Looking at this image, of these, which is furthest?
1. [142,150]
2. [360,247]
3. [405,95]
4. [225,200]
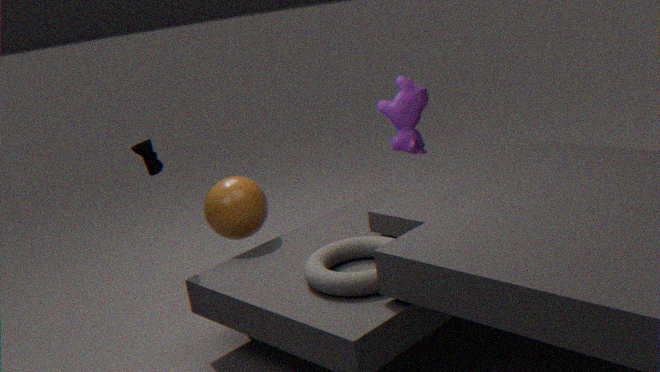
[405,95]
